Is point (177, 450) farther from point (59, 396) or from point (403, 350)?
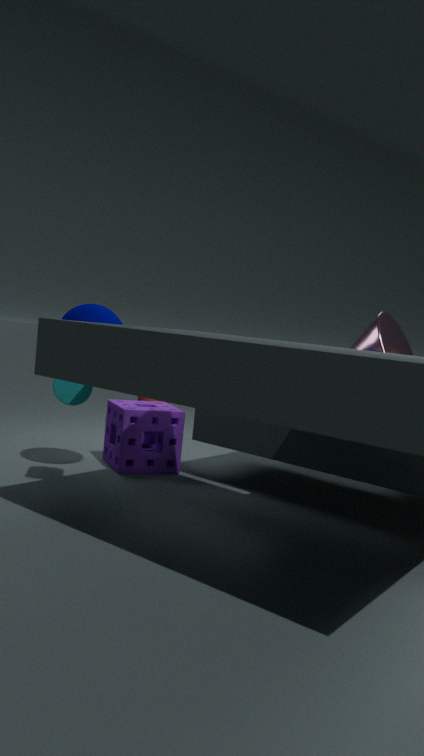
point (403, 350)
